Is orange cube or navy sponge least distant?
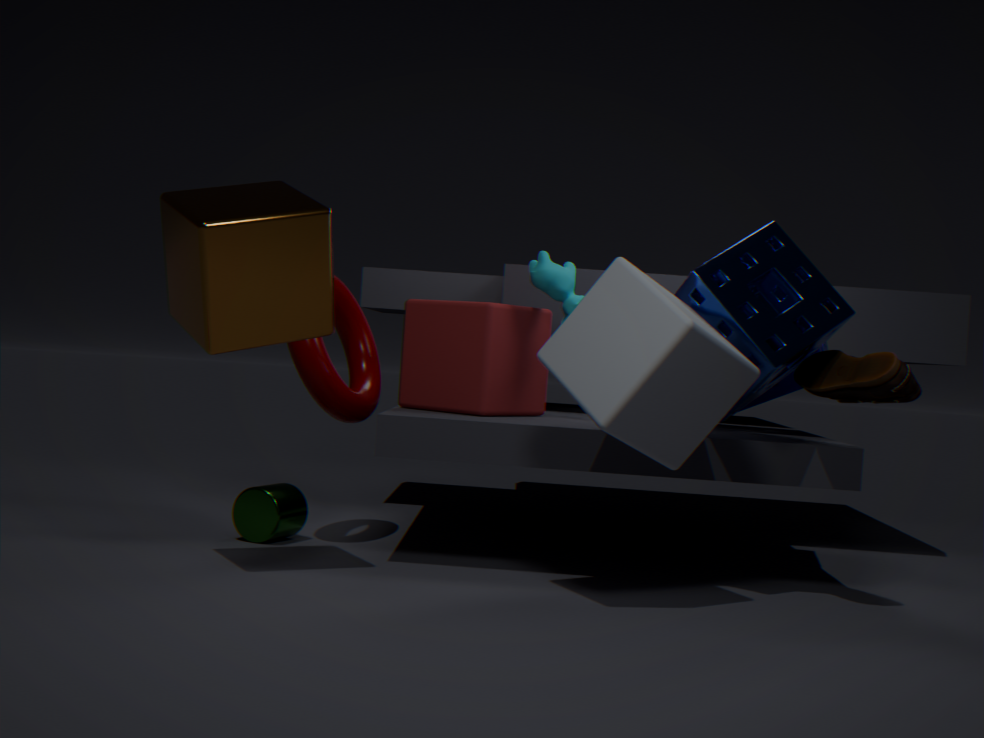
orange cube
